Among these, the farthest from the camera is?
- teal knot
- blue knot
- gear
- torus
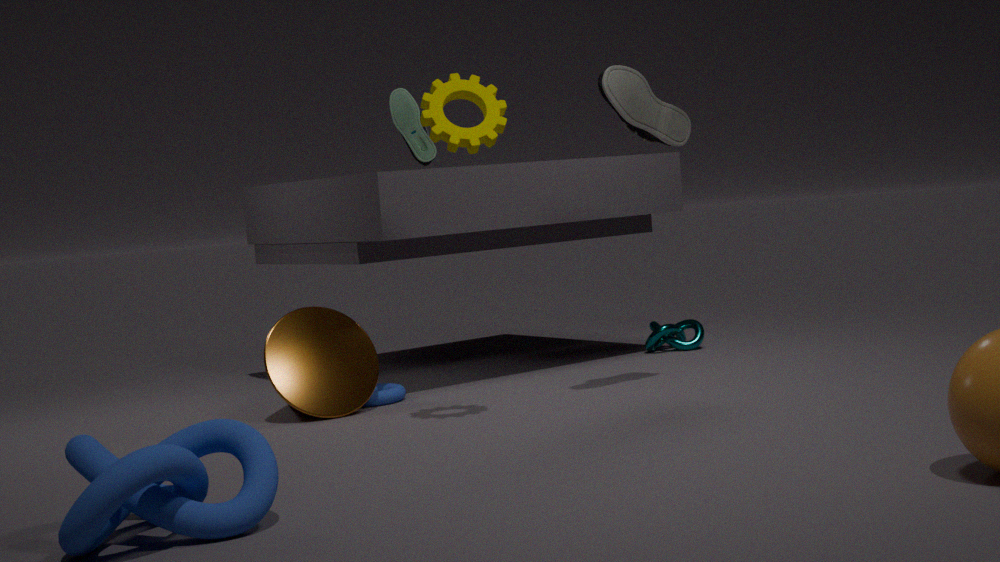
teal knot
